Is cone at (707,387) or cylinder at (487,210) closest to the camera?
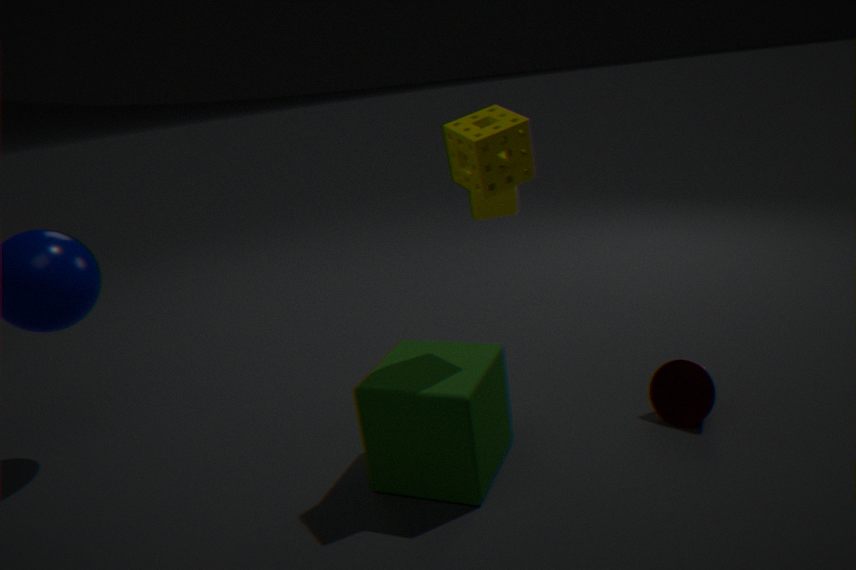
cone at (707,387)
